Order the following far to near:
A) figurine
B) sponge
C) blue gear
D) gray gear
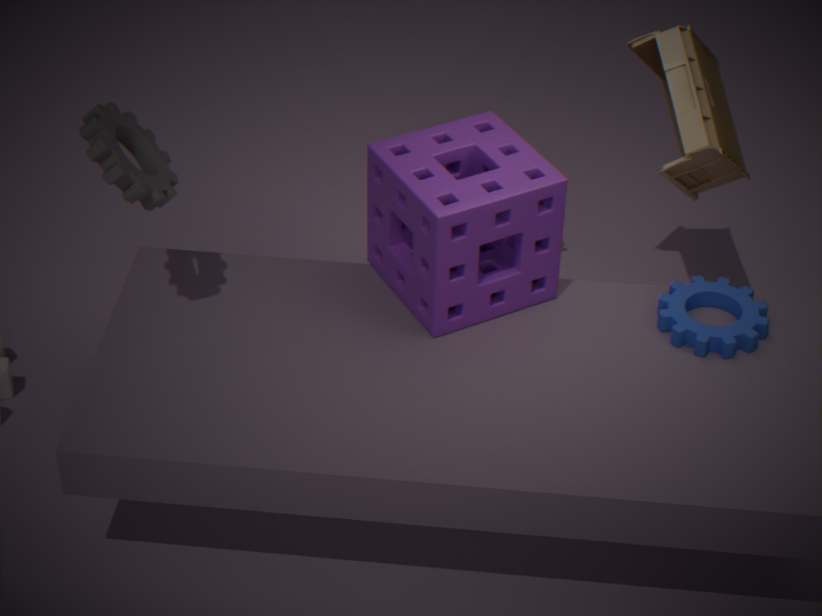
figurine < blue gear < sponge < gray gear
